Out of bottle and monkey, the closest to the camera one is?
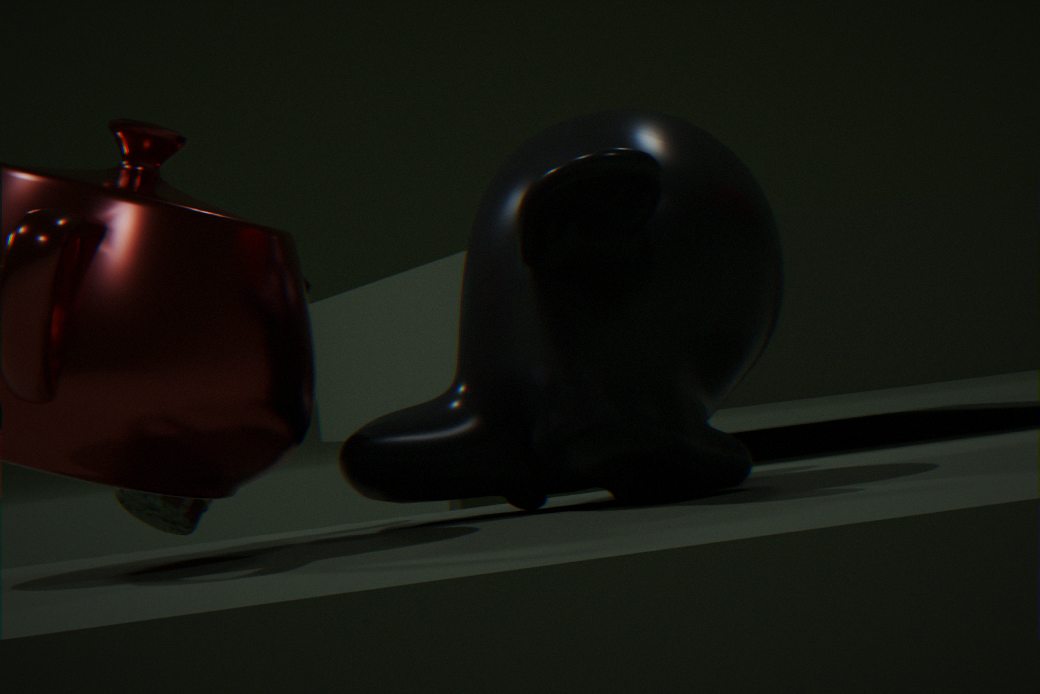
monkey
